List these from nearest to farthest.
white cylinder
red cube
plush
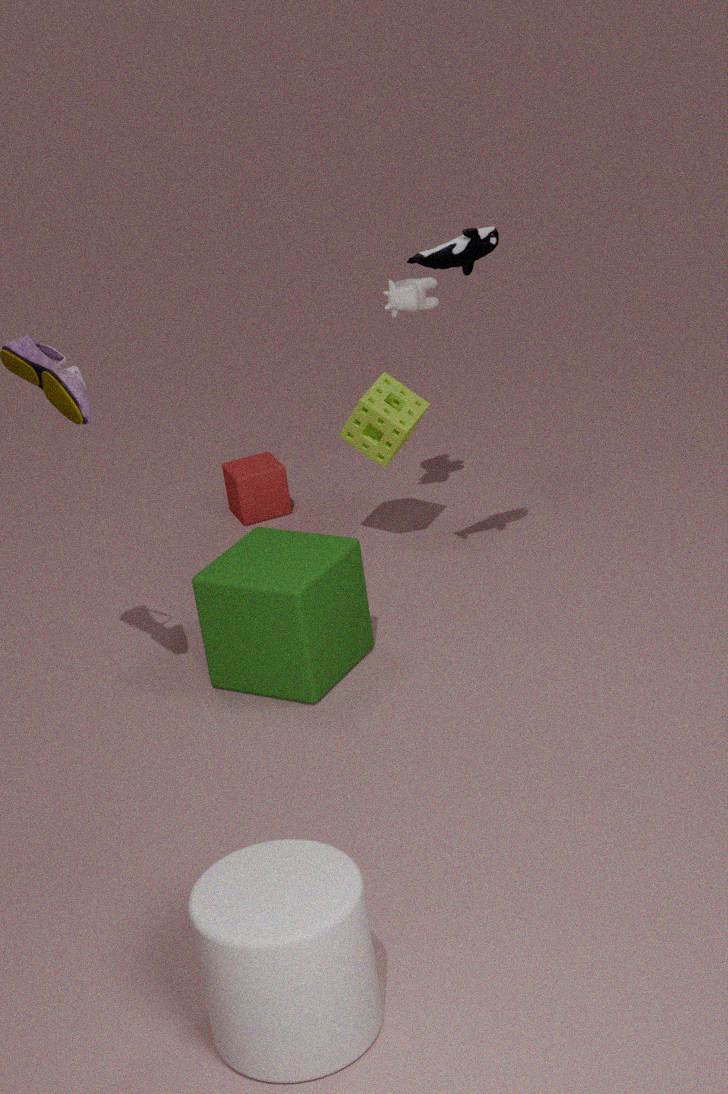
1. white cylinder
2. plush
3. red cube
